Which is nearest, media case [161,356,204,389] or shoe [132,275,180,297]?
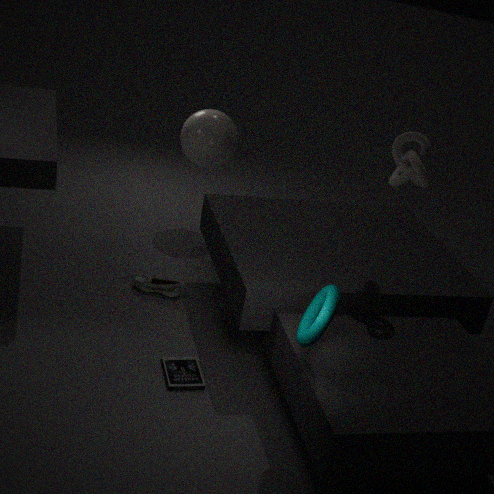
media case [161,356,204,389]
